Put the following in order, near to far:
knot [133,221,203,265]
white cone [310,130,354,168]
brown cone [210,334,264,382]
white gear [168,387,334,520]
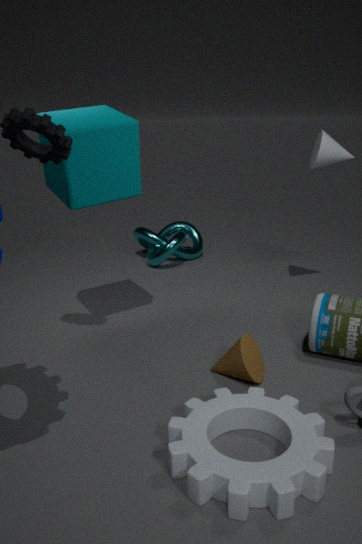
white gear [168,387,334,520], brown cone [210,334,264,382], white cone [310,130,354,168], knot [133,221,203,265]
